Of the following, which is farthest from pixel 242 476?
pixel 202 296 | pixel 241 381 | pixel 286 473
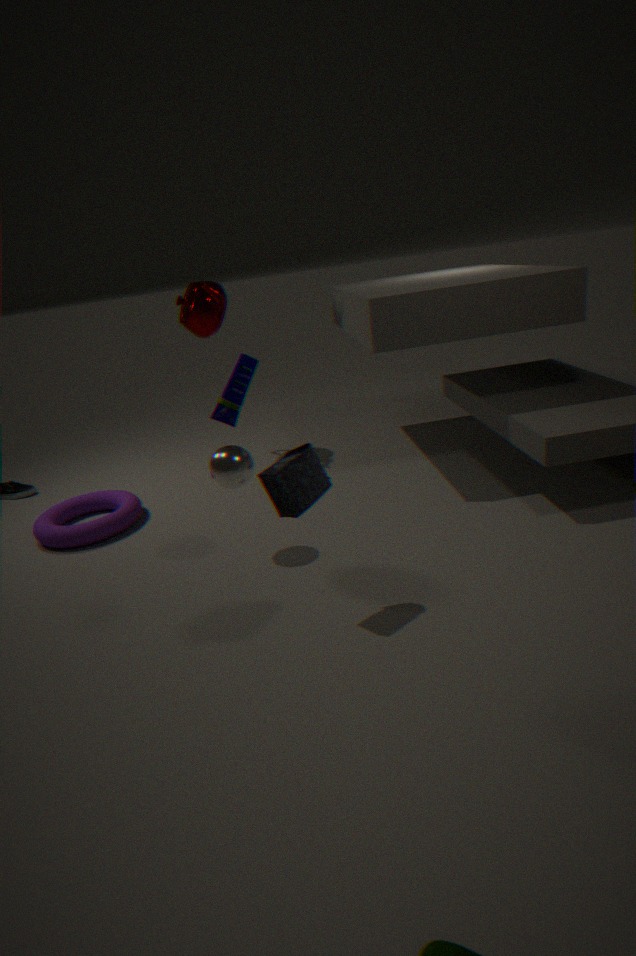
pixel 202 296
